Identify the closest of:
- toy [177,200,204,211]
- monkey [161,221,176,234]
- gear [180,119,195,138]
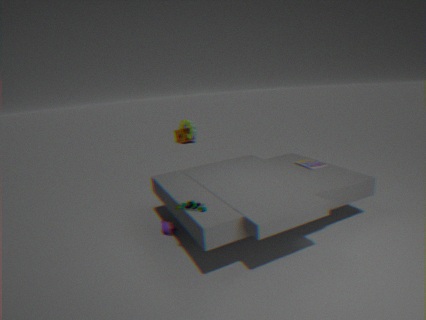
toy [177,200,204,211]
